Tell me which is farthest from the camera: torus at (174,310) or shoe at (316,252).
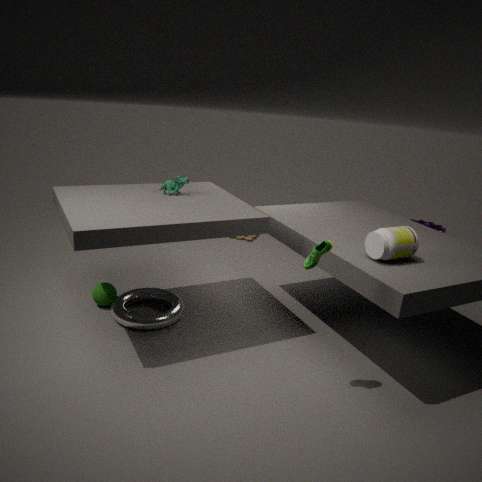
torus at (174,310)
